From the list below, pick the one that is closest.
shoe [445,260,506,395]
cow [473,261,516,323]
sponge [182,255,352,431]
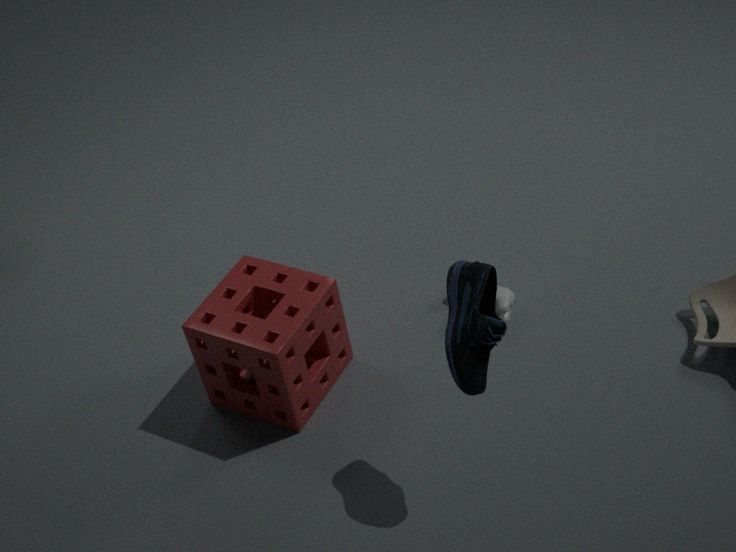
shoe [445,260,506,395]
